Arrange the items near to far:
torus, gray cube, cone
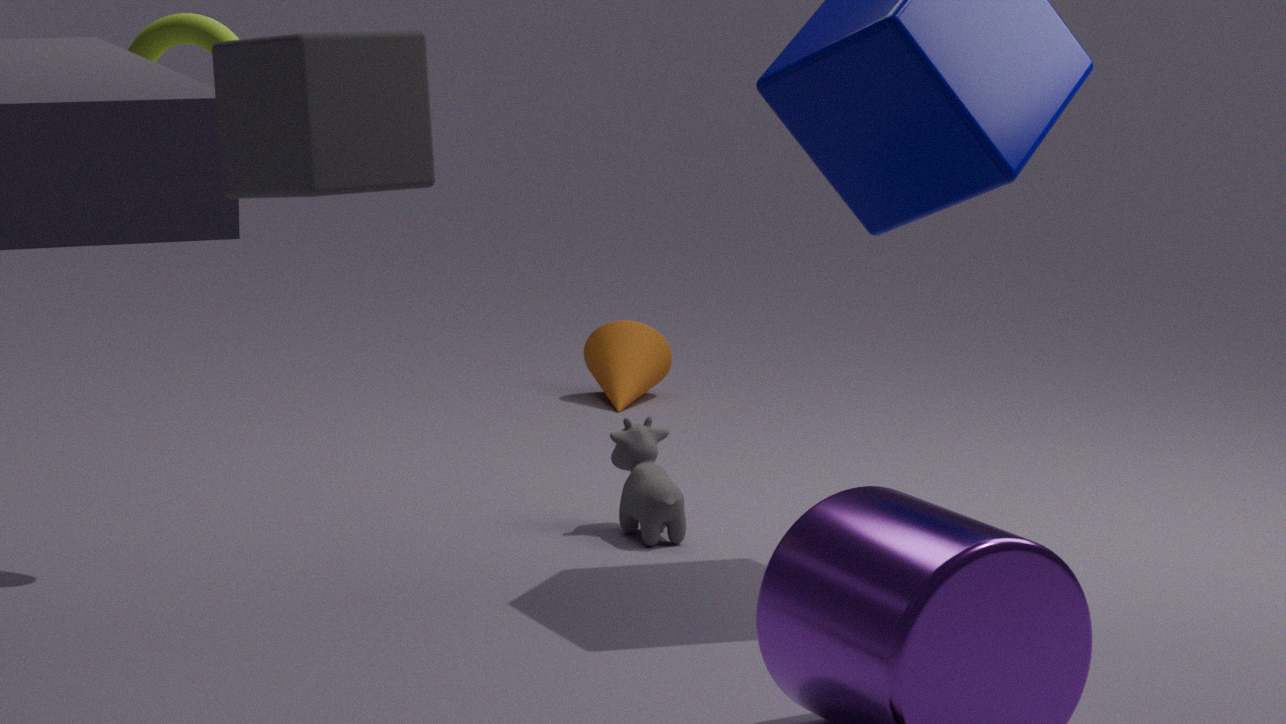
gray cube
torus
cone
